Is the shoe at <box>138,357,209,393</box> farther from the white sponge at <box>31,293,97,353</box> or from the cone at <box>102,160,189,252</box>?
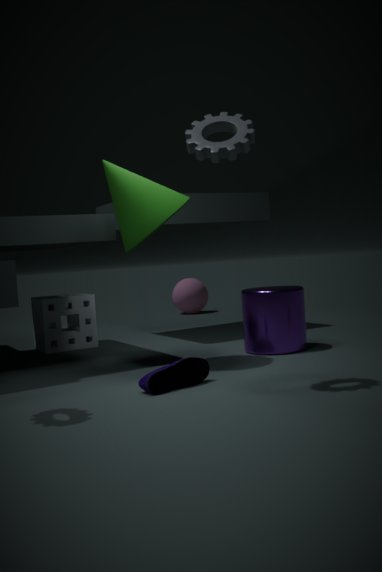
the white sponge at <box>31,293,97,353</box>
